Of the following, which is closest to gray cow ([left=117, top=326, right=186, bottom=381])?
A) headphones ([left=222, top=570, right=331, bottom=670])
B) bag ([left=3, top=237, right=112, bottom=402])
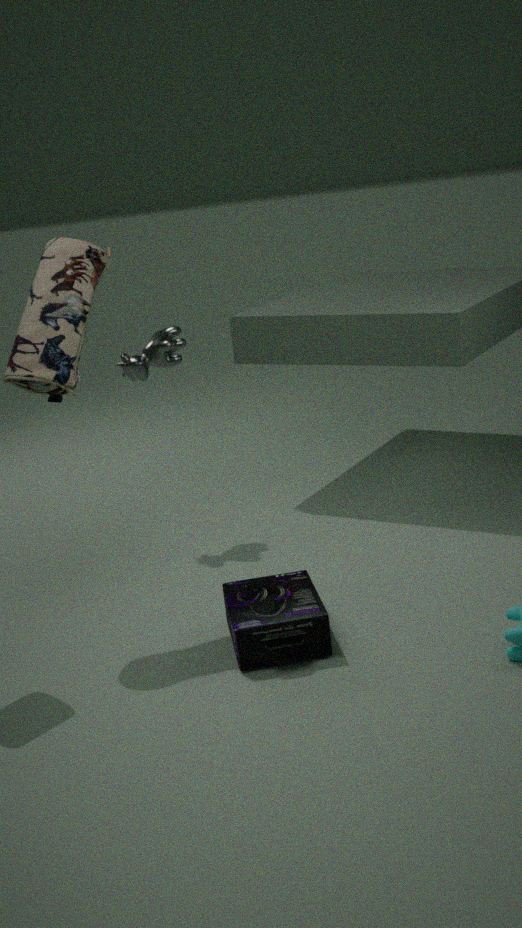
bag ([left=3, top=237, right=112, bottom=402])
